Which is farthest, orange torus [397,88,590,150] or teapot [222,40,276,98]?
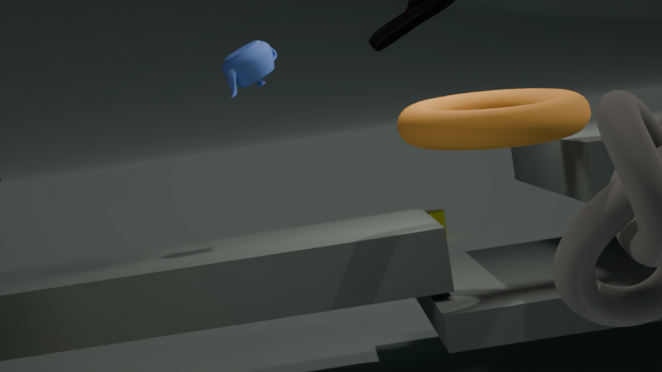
teapot [222,40,276,98]
